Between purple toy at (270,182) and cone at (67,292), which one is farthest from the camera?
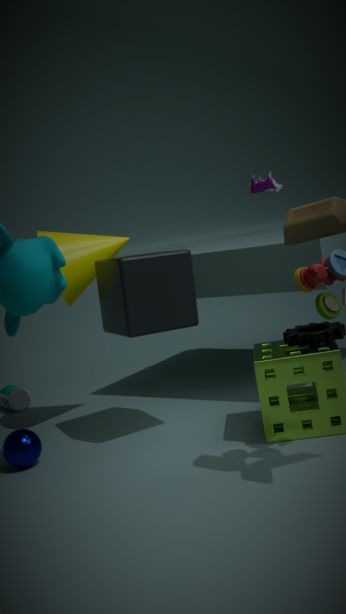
purple toy at (270,182)
